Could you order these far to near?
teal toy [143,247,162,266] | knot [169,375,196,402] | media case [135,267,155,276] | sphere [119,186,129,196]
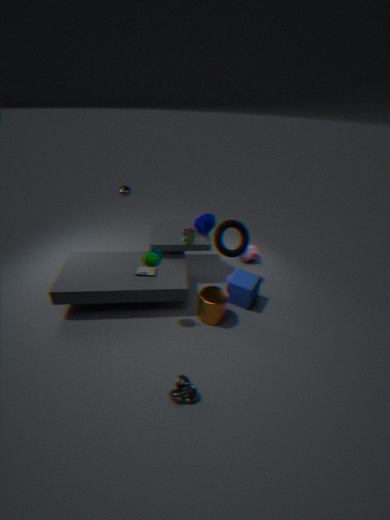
sphere [119,186,129,196], media case [135,267,155,276], teal toy [143,247,162,266], knot [169,375,196,402]
